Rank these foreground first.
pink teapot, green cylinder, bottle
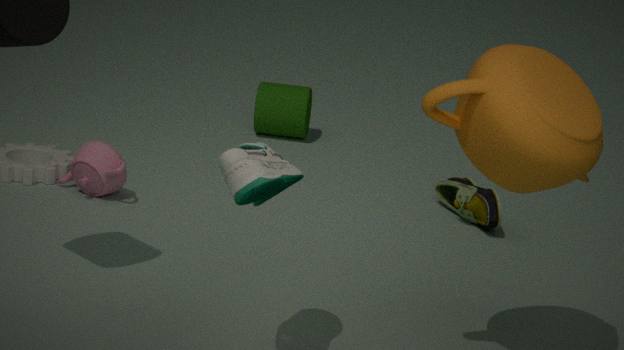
1. bottle
2. pink teapot
3. green cylinder
